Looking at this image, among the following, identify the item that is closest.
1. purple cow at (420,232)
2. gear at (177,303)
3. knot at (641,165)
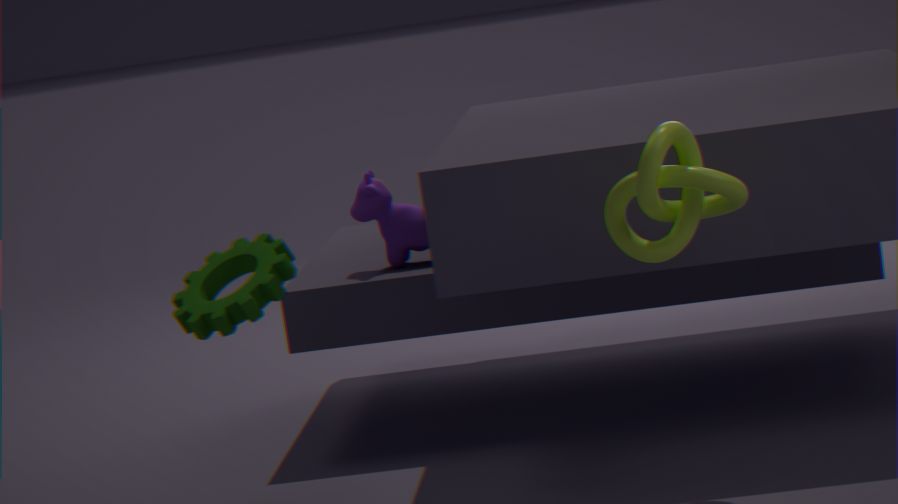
knot at (641,165)
